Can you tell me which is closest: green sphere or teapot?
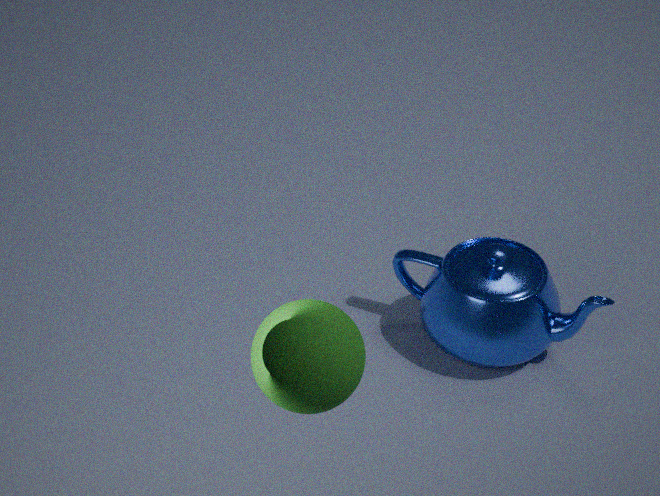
green sphere
